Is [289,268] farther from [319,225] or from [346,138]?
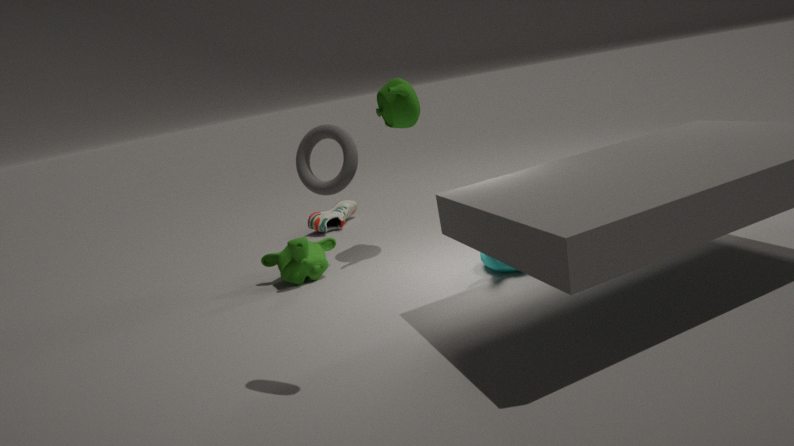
[346,138]
